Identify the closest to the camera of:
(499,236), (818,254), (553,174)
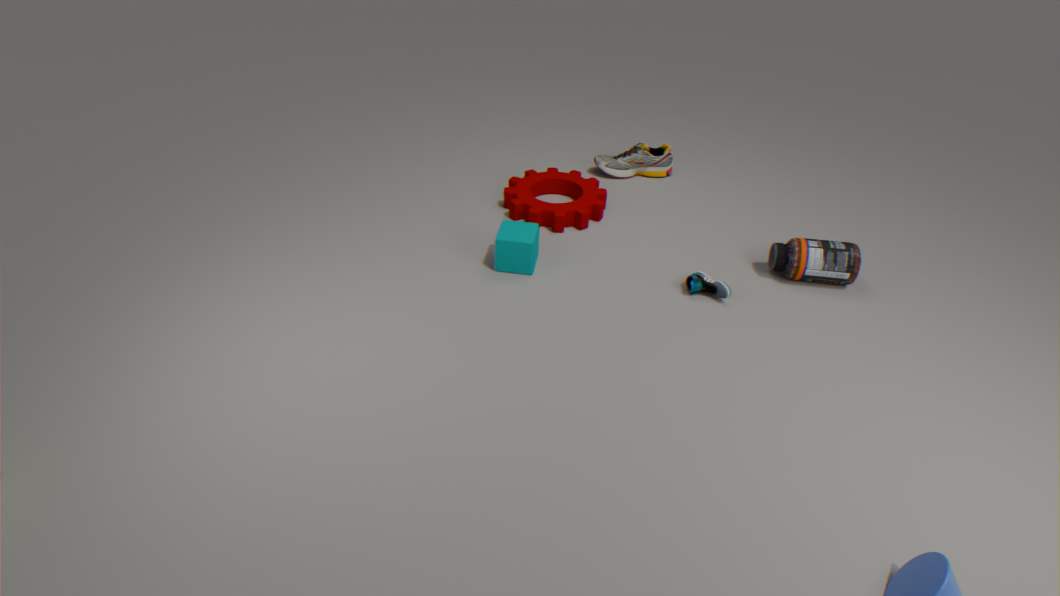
(818,254)
